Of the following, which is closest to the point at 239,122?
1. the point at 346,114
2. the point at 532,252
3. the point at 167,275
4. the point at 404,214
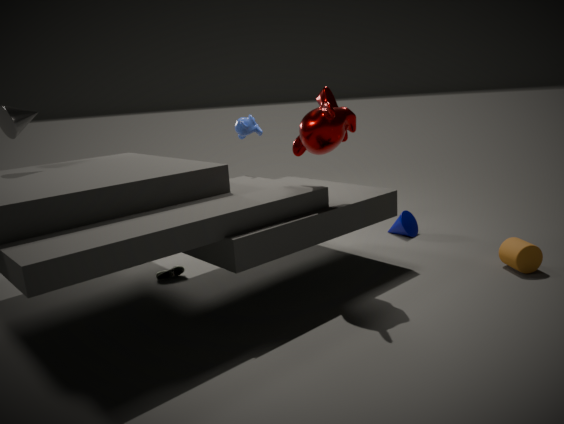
the point at 346,114
